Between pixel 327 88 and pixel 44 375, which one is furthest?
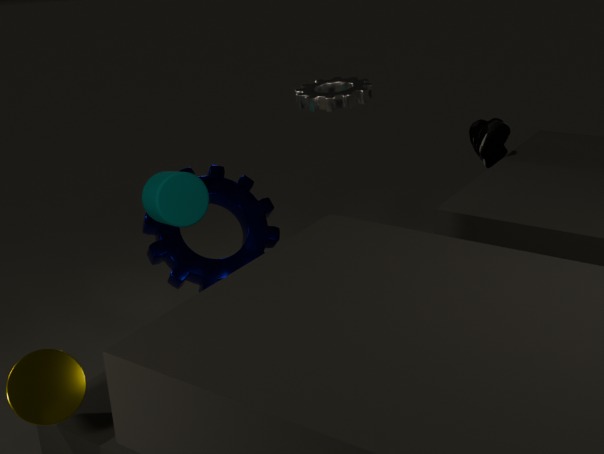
pixel 327 88
